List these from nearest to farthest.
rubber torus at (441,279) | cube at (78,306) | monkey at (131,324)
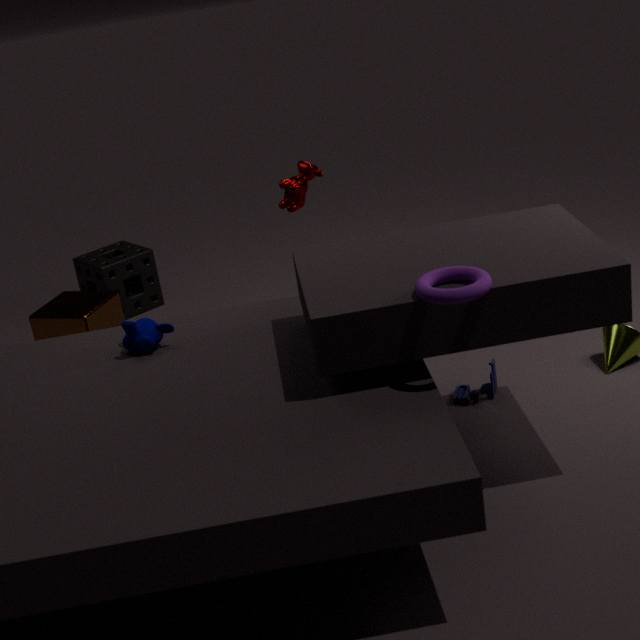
rubber torus at (441,279)
monkey at (131,324)
cube at (78,306)
